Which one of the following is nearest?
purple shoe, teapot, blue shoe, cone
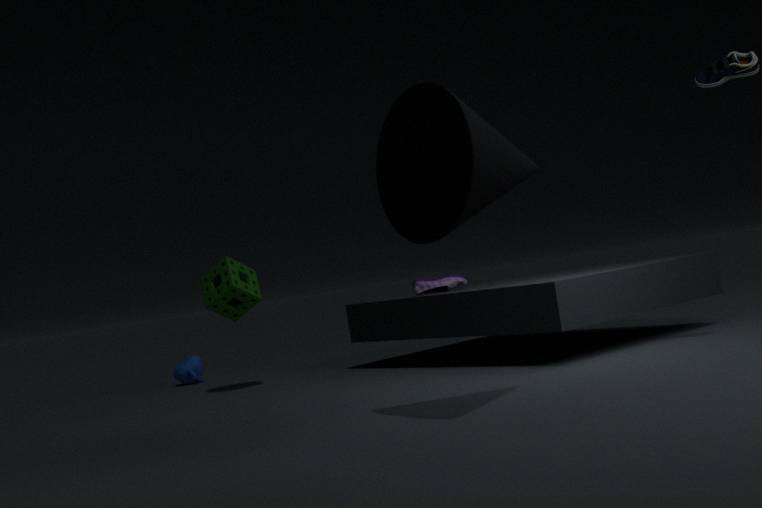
Answer: cone
